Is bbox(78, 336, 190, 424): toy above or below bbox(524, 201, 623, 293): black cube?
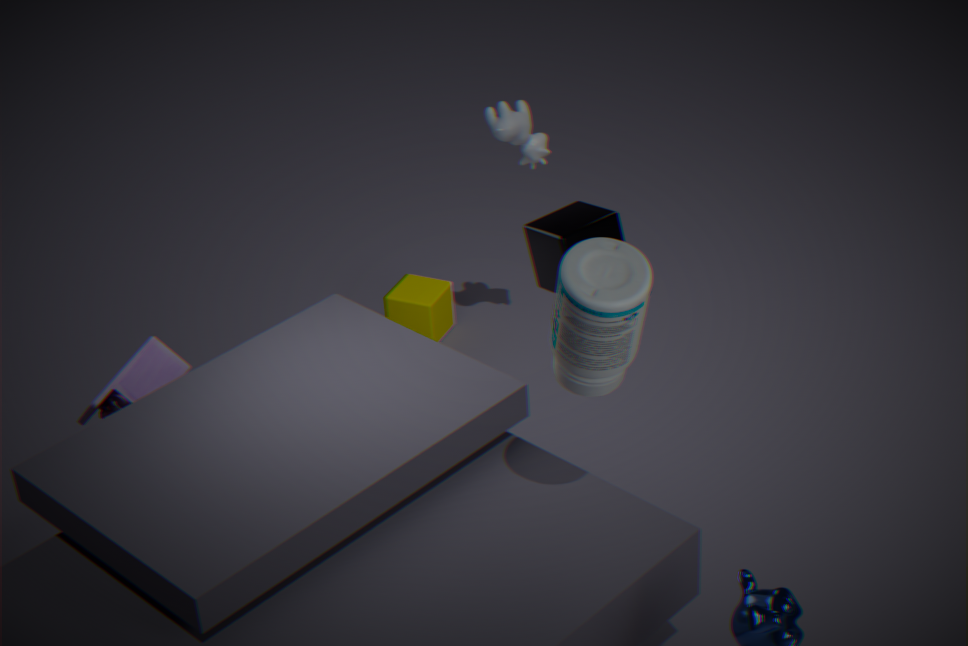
below
